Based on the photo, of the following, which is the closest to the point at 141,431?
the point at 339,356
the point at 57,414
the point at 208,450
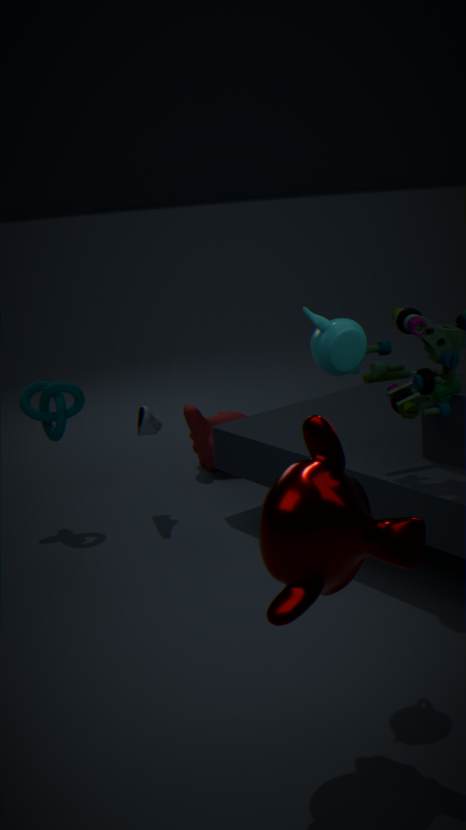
the point at 57,414
